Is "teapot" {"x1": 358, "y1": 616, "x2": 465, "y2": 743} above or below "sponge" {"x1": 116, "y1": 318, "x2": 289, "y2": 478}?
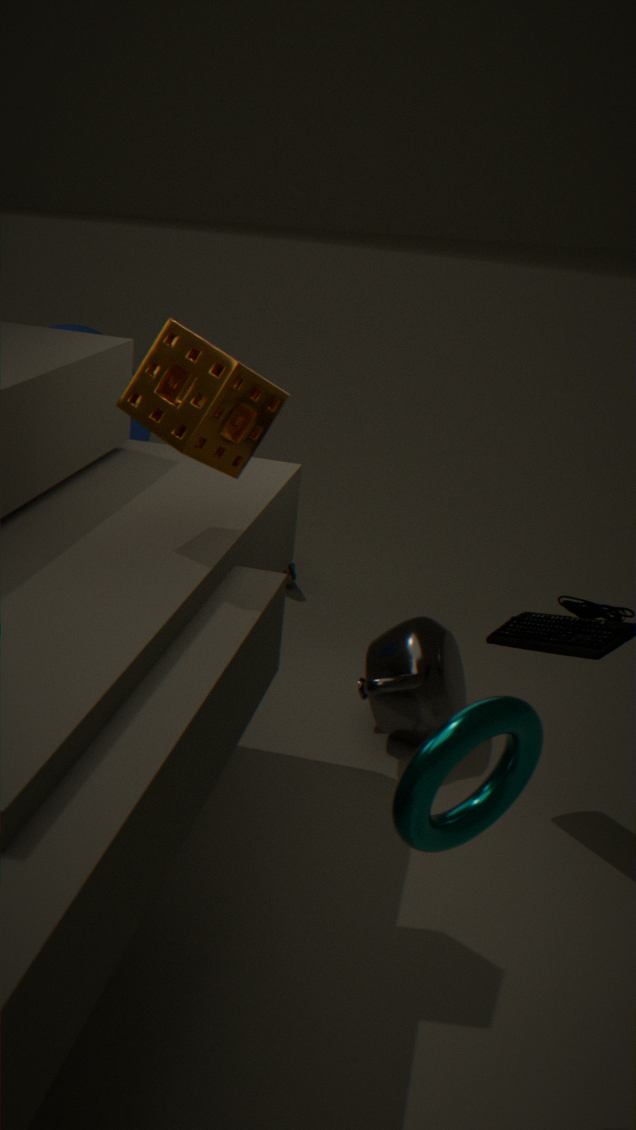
below
